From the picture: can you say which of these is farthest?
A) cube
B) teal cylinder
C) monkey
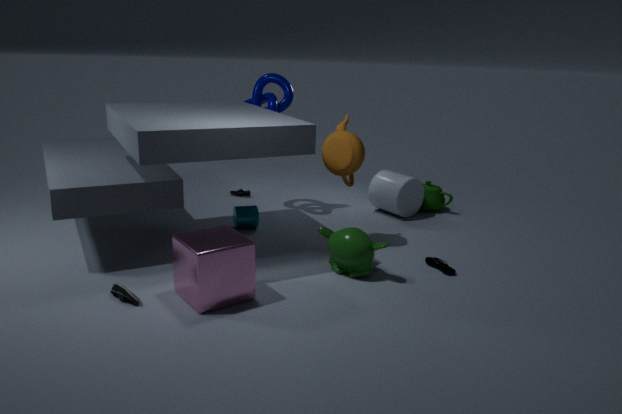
teal cylinder
